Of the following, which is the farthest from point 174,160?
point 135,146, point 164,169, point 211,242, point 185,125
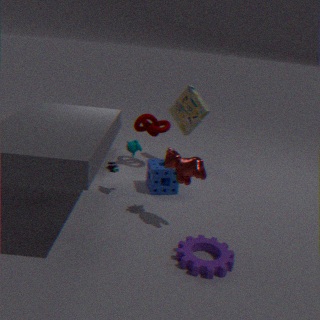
point 185,125
